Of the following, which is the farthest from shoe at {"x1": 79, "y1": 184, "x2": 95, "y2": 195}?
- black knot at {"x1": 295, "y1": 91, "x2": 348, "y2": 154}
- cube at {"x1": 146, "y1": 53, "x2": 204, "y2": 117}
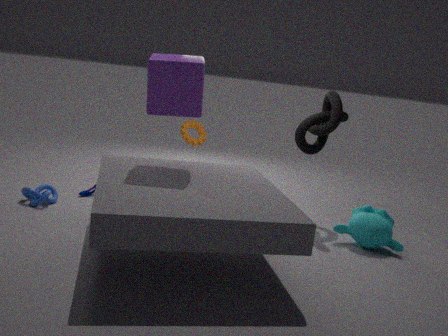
black knot at {"x1": 295, "y1": 91, "x2": 348, "y2": 154}
